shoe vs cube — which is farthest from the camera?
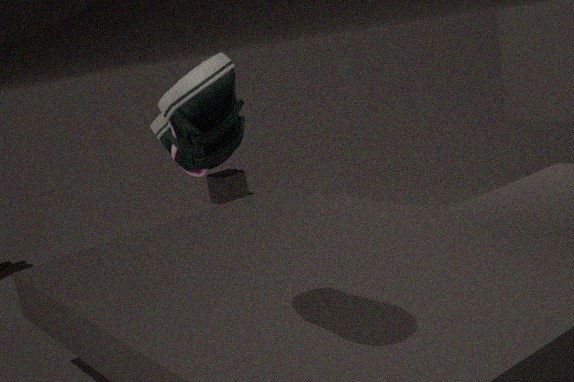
cube
